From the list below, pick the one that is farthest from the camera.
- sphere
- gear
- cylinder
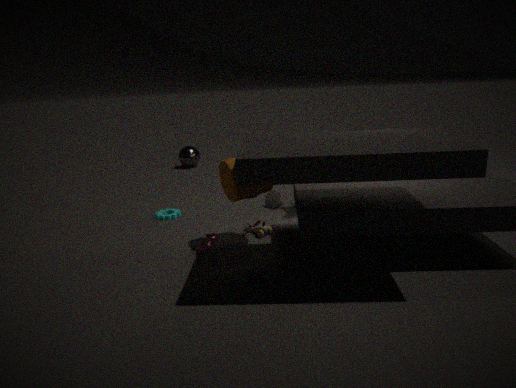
sphere
